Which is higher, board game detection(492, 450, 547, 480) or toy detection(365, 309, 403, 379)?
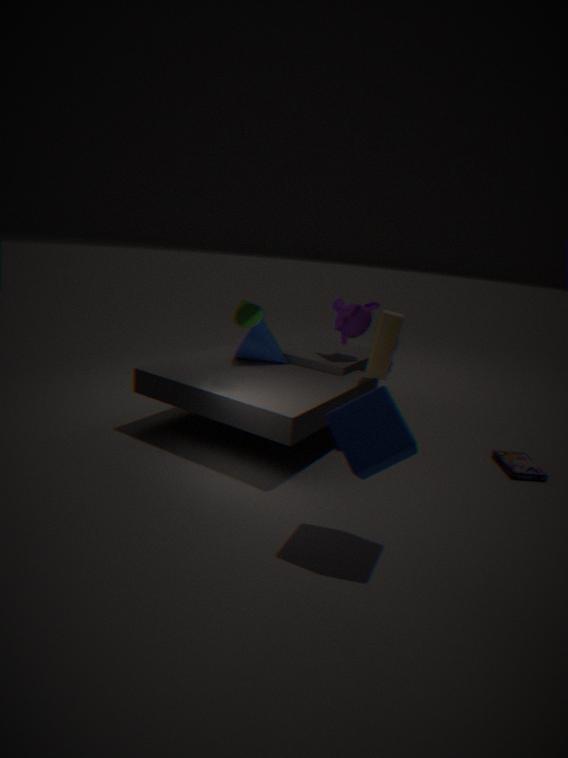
toy detection(365, 309, 403, 379)
